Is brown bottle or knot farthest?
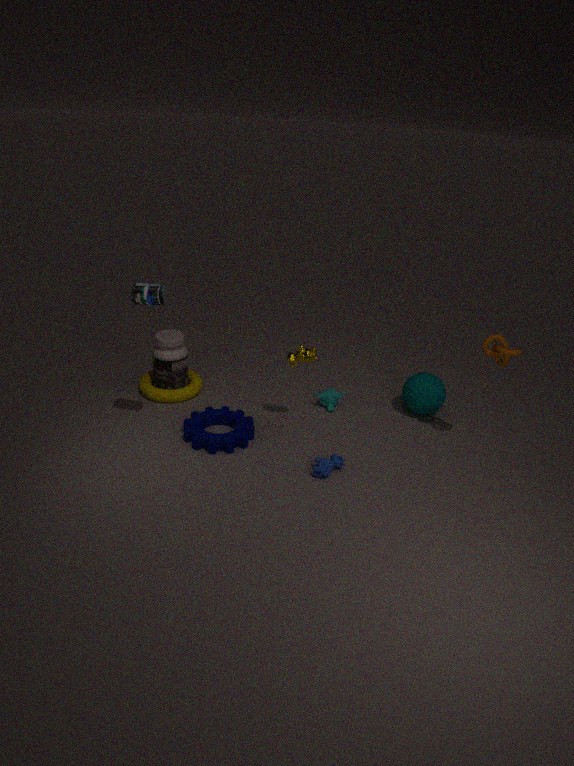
brown bottle
